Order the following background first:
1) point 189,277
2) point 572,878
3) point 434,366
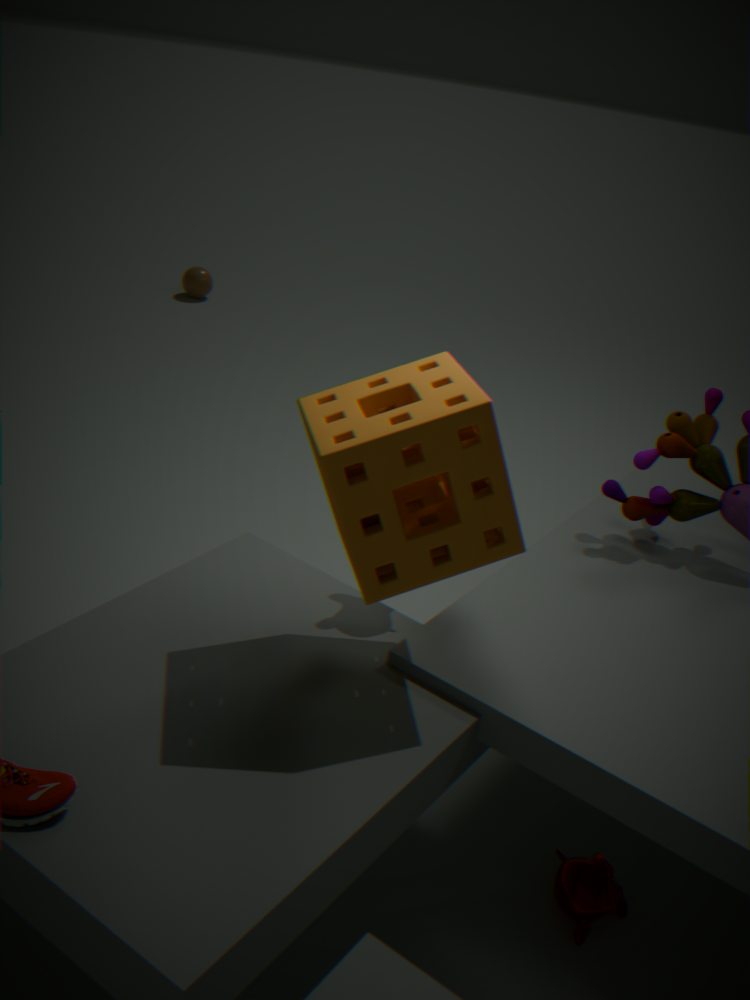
1. point 189,277 < 2. point 572,878 < 3. point 434,366
